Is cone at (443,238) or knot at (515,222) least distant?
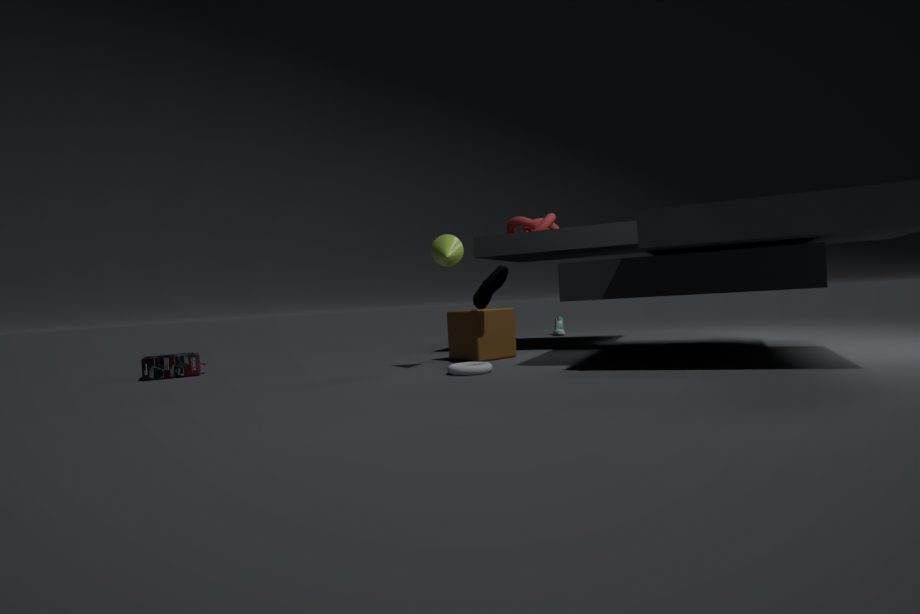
cone at (443,238)
